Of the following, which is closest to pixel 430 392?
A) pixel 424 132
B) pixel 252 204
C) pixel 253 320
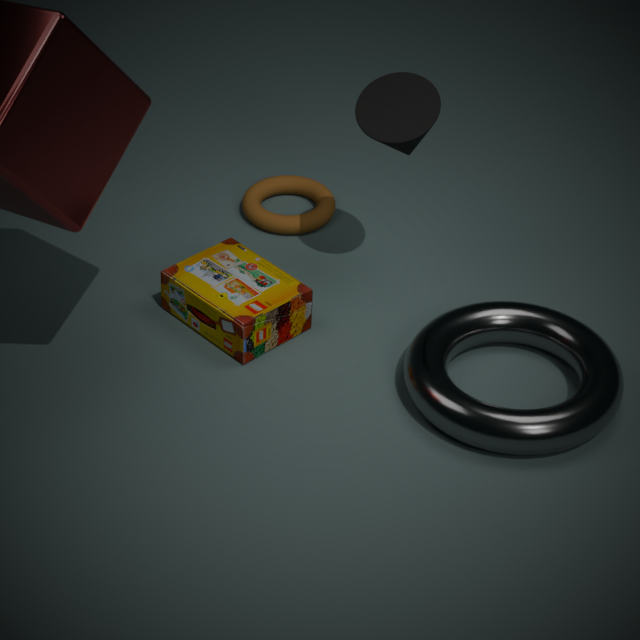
pixel 424 132
